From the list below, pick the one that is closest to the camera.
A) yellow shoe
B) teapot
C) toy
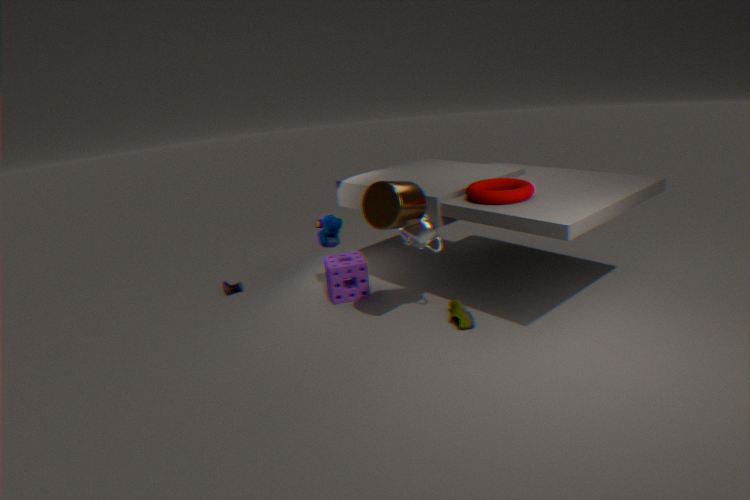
teapot
